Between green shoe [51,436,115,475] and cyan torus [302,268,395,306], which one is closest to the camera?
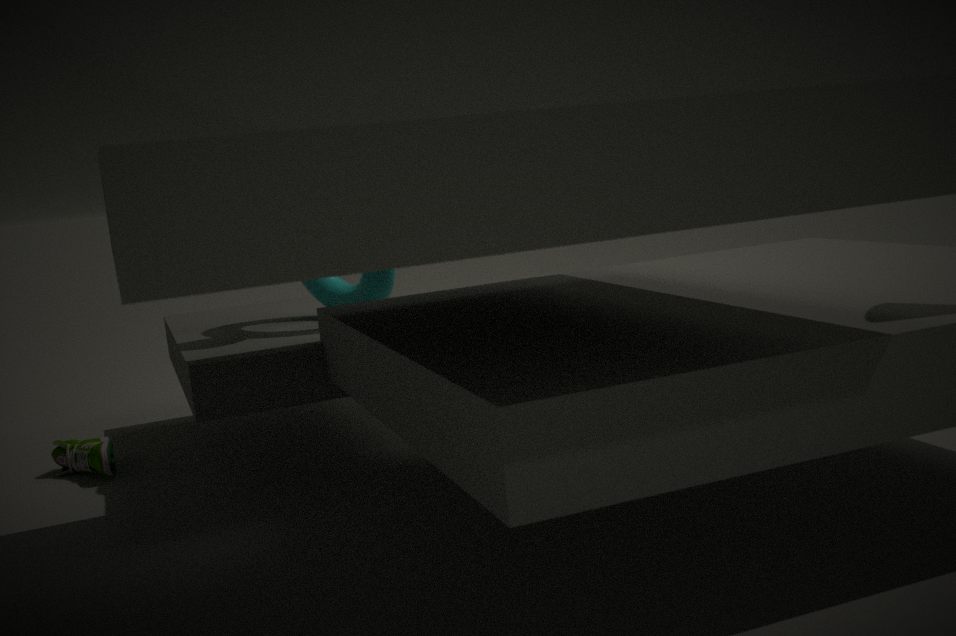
cyan torus [302,268,395,306]
